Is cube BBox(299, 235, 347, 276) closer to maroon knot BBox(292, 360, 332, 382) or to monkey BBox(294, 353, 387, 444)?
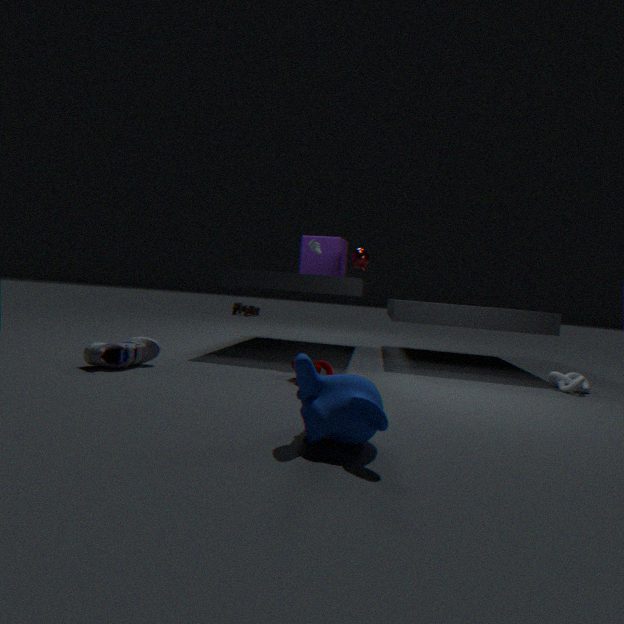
maroon knot BBox(292, 360, 332, 382)
